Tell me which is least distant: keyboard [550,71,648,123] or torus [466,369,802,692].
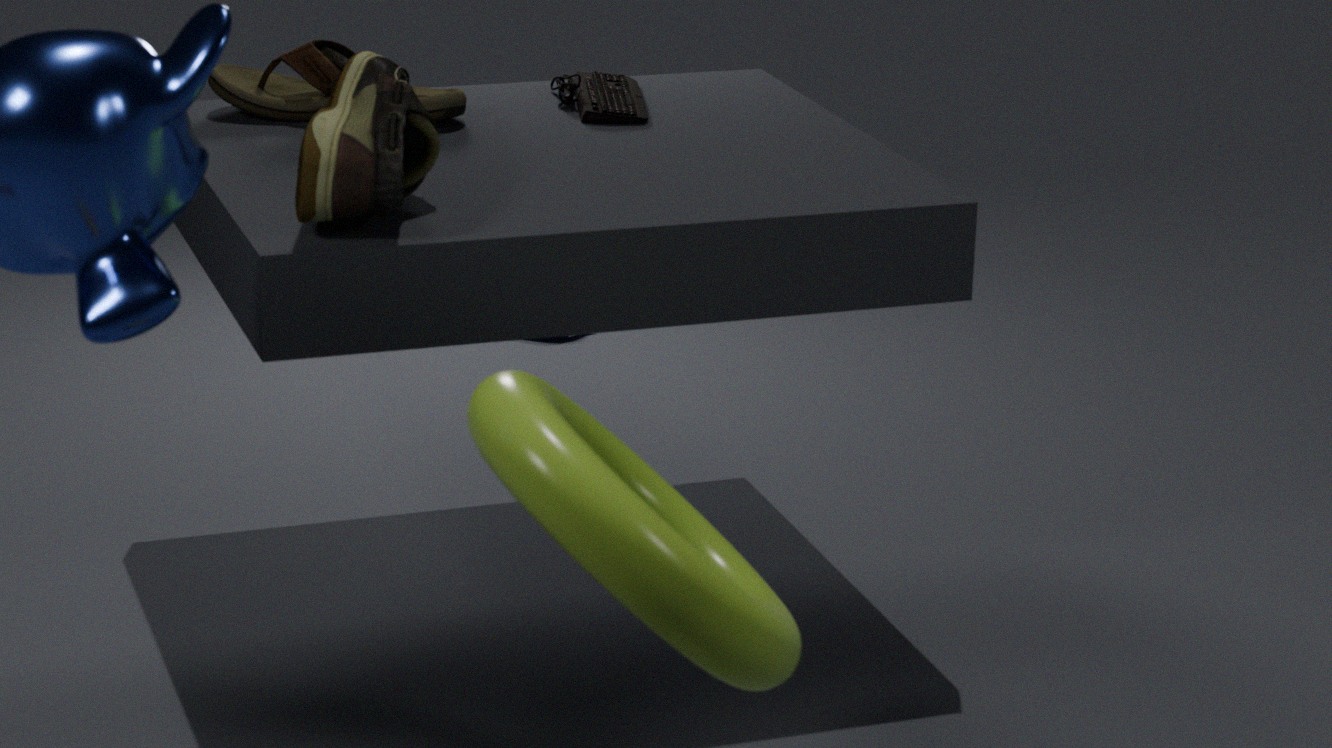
torus [466,369,802,692]
